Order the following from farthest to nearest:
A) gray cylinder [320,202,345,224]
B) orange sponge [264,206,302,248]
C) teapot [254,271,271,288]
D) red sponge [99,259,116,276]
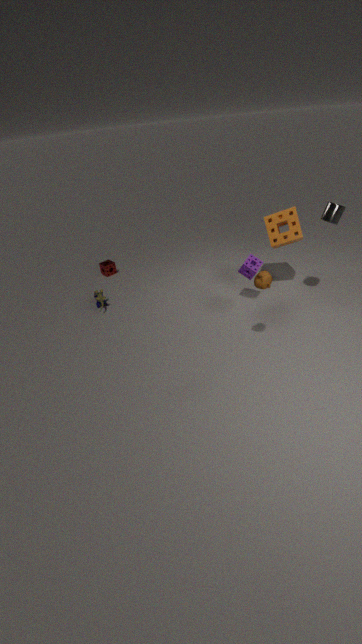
red sponge [99,259,116,276]
orange sponge [264,206,302,248]
gray cylinder [320,202,345,224]
teapot [254,271,271,288]
